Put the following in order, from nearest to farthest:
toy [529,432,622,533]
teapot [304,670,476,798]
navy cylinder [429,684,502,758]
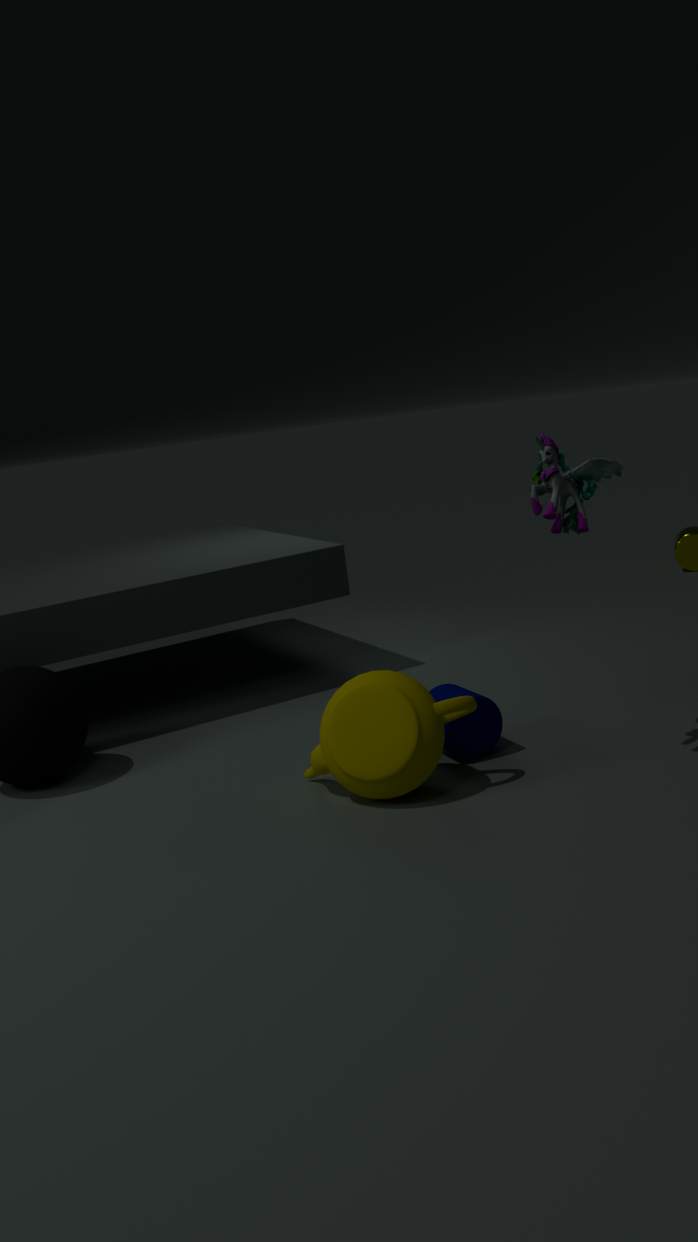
1. teapot [304,670,476,798]
2. toy [529,432,622,533]
3. navy cylinder [429,684,502,758]
